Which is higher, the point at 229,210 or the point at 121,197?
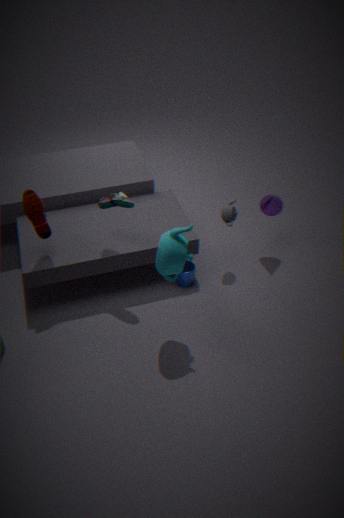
the point at 121,197
